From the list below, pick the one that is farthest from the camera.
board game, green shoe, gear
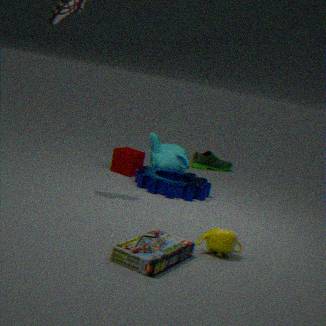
green shoe
